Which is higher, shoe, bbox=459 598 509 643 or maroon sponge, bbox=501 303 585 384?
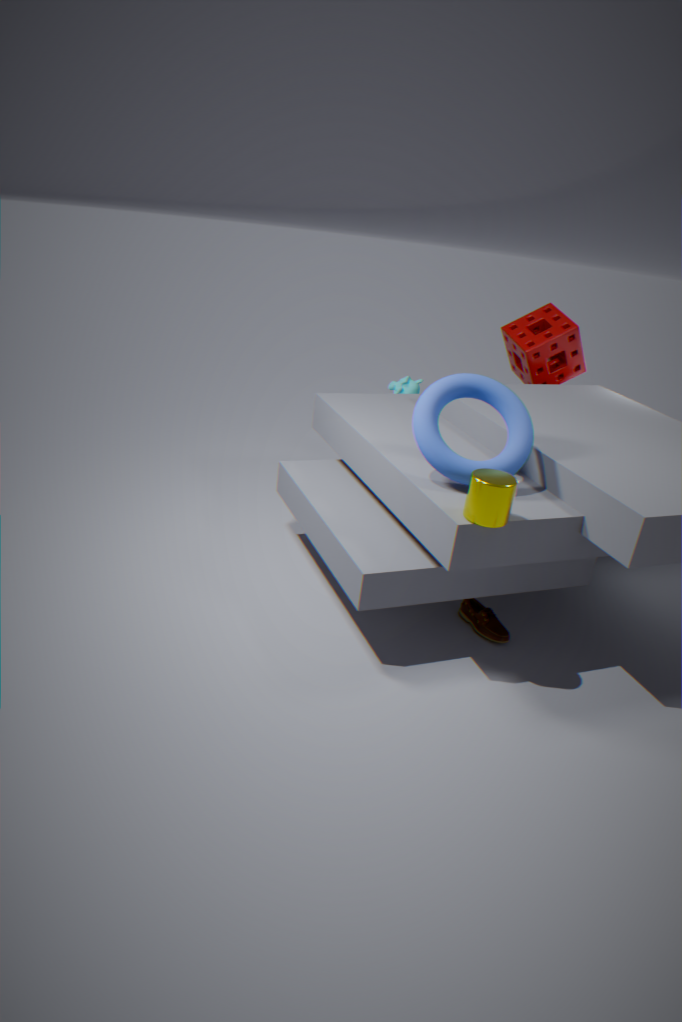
maroon sponge, bbox=501 303 585 384
